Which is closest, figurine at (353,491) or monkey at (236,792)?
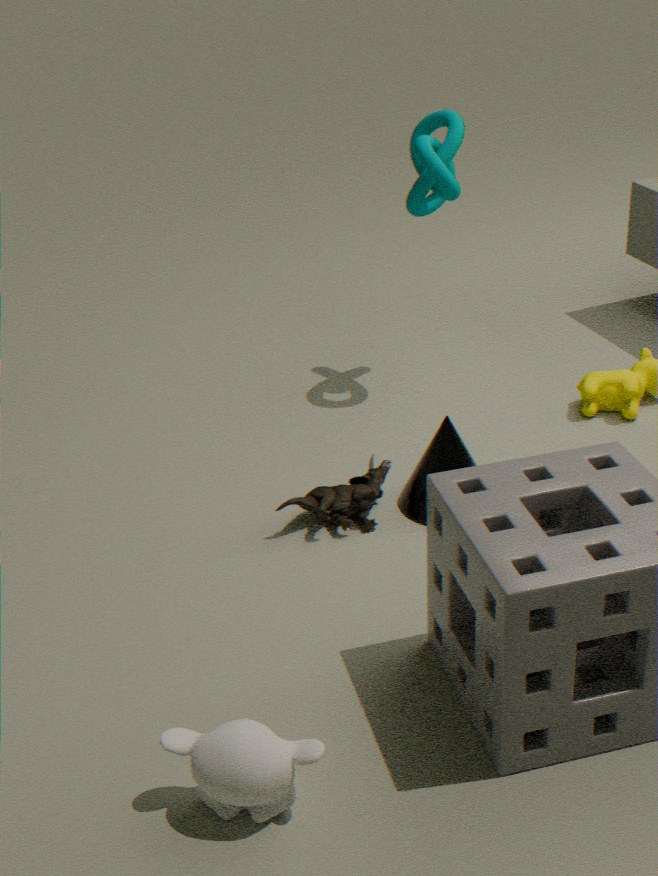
monkey at (236,792)
